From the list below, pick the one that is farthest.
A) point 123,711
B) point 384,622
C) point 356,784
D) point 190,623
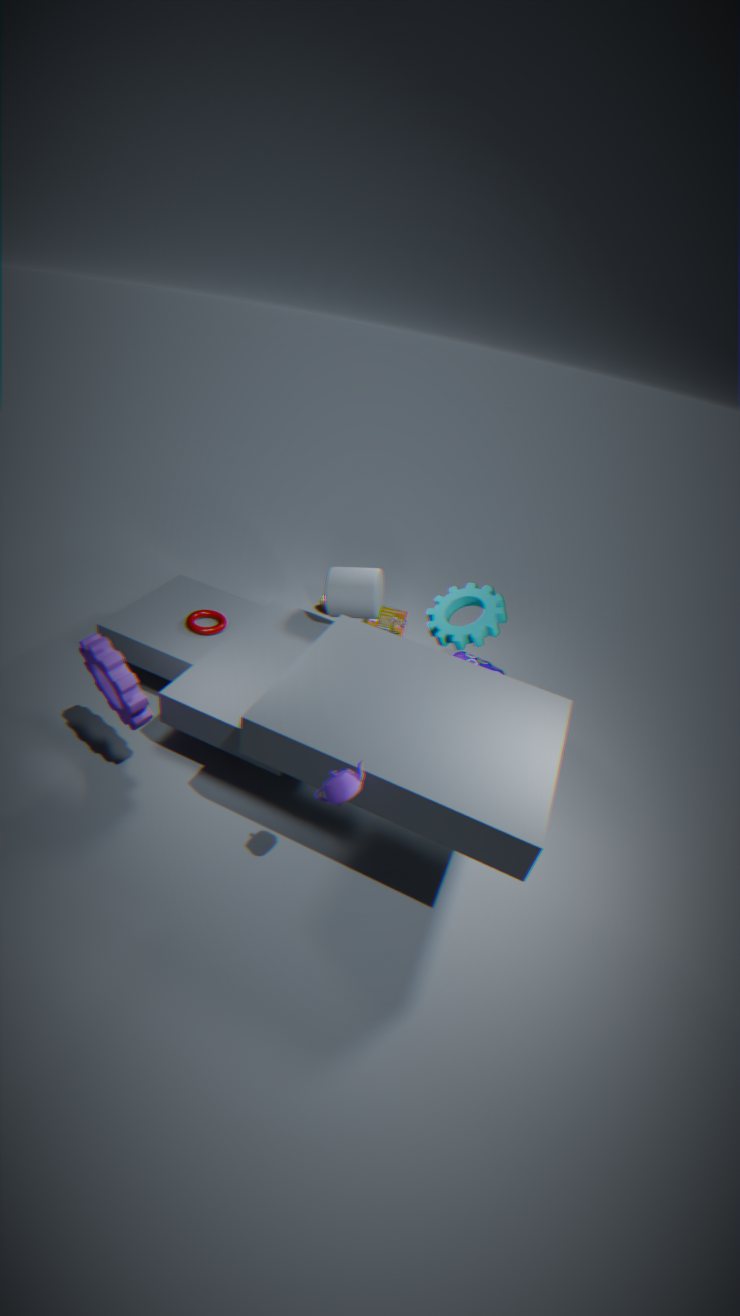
point 384,622
